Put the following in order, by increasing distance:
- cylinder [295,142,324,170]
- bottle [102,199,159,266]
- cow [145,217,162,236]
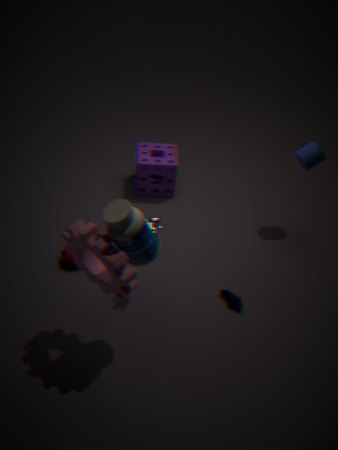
bottle [102,199,159,266]
cow [145,217,162,236]
cylinder [295,142,324,170]
